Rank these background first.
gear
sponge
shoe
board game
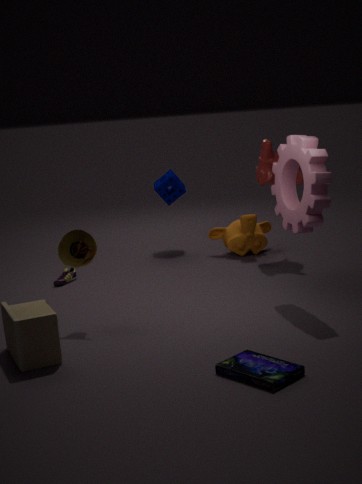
sponge
shoe
gear
board game
